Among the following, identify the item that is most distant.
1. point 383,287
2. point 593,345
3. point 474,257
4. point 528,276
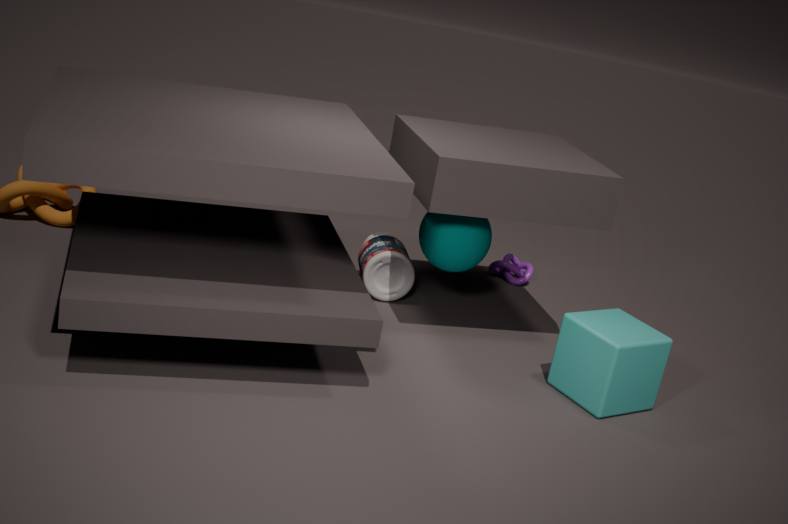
point 528,276
